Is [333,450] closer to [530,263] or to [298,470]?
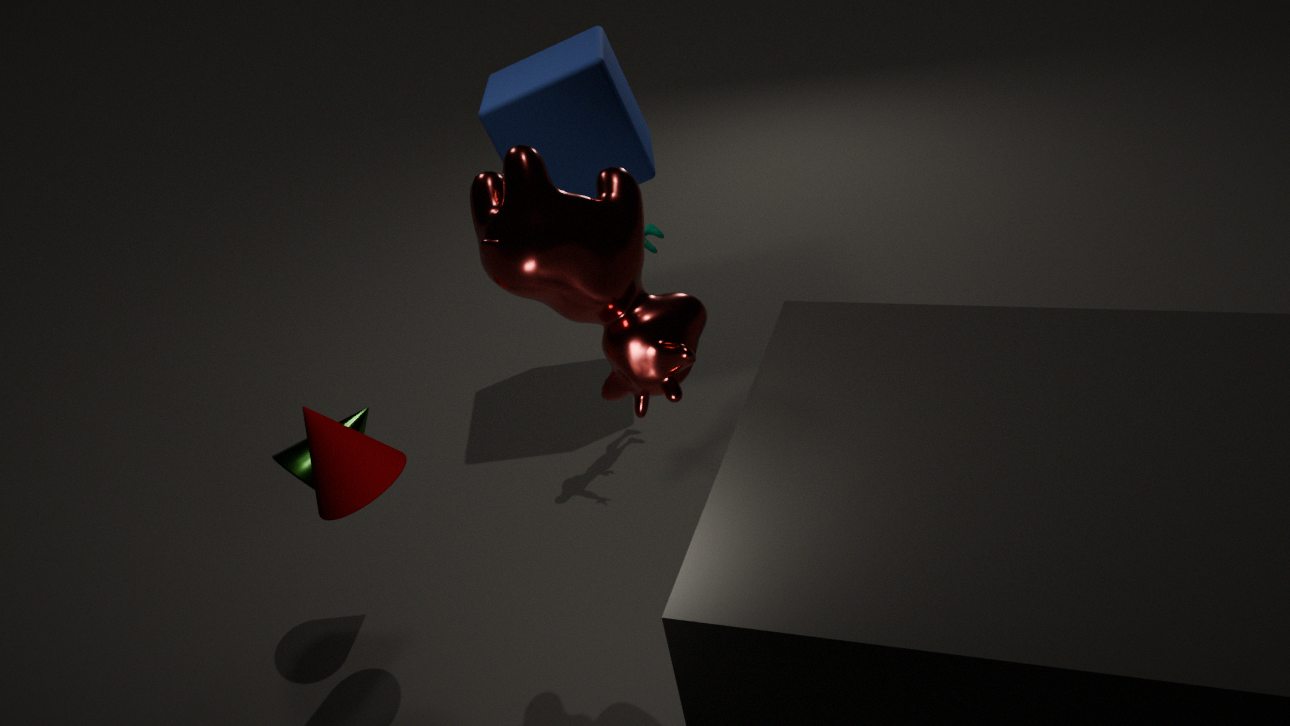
→ [298,470]
